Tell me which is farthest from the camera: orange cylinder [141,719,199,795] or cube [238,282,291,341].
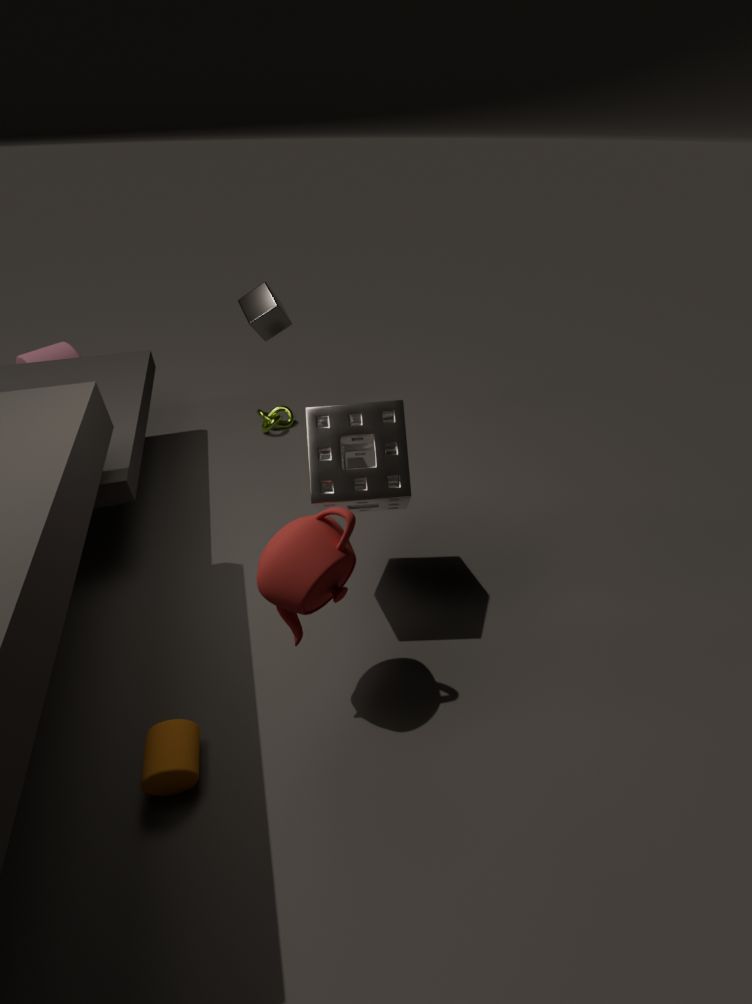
cube [238,282,291,341]
